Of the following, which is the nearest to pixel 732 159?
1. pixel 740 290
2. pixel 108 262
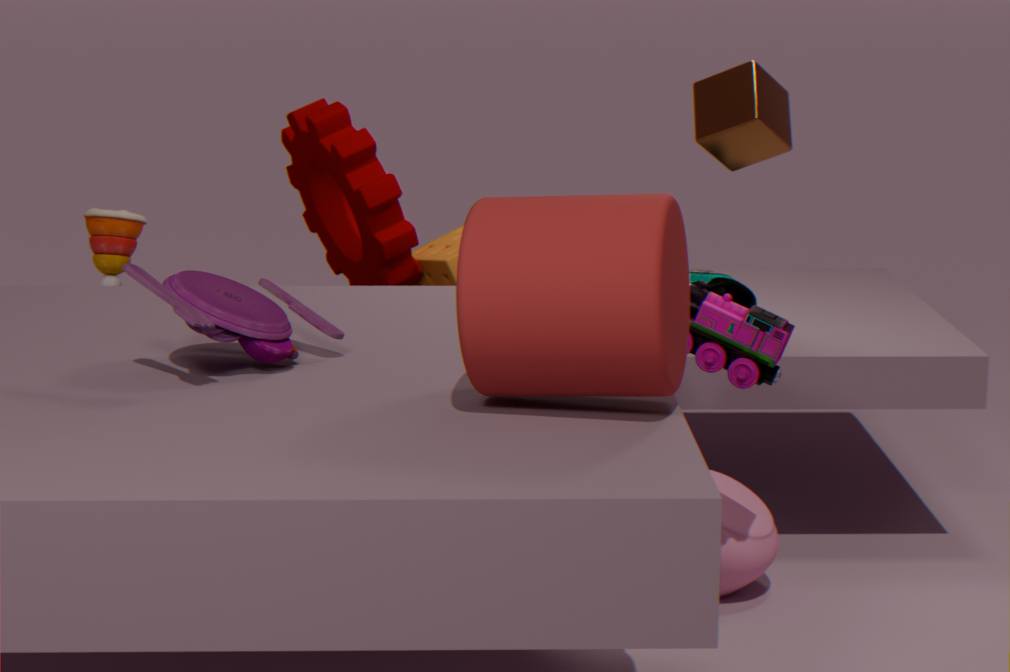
pixel 740 290
